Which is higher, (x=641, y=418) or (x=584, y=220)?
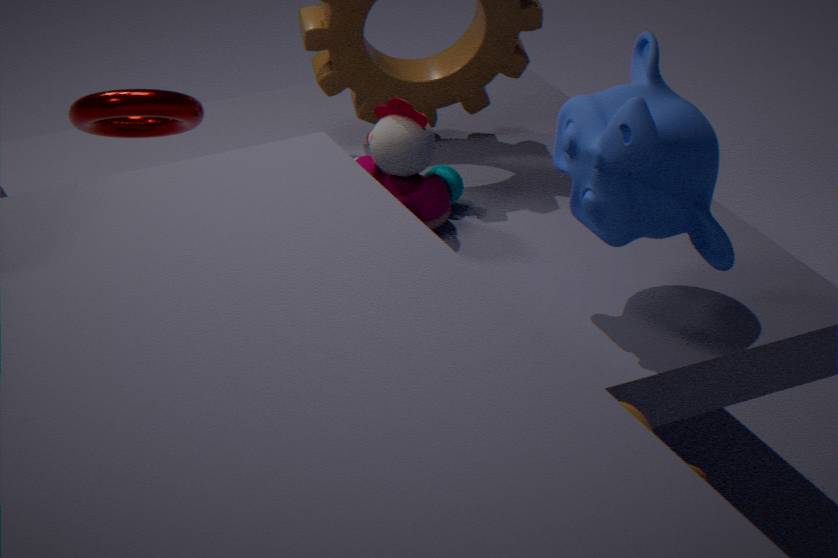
(x=584, y=220)
